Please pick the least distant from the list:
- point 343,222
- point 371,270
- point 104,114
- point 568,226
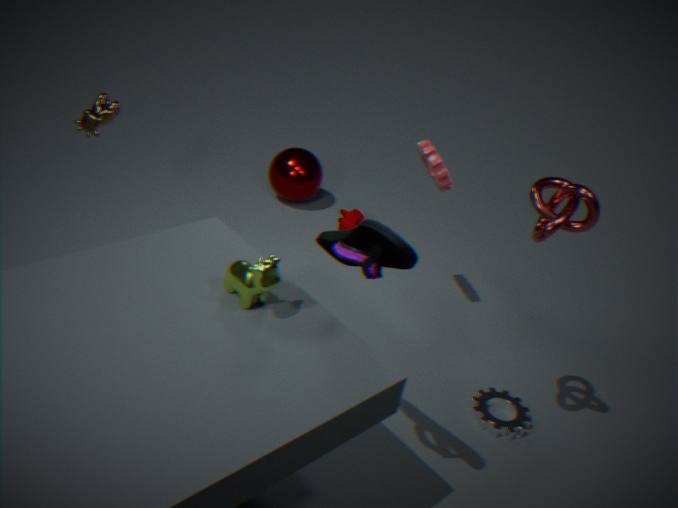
point 371,270
